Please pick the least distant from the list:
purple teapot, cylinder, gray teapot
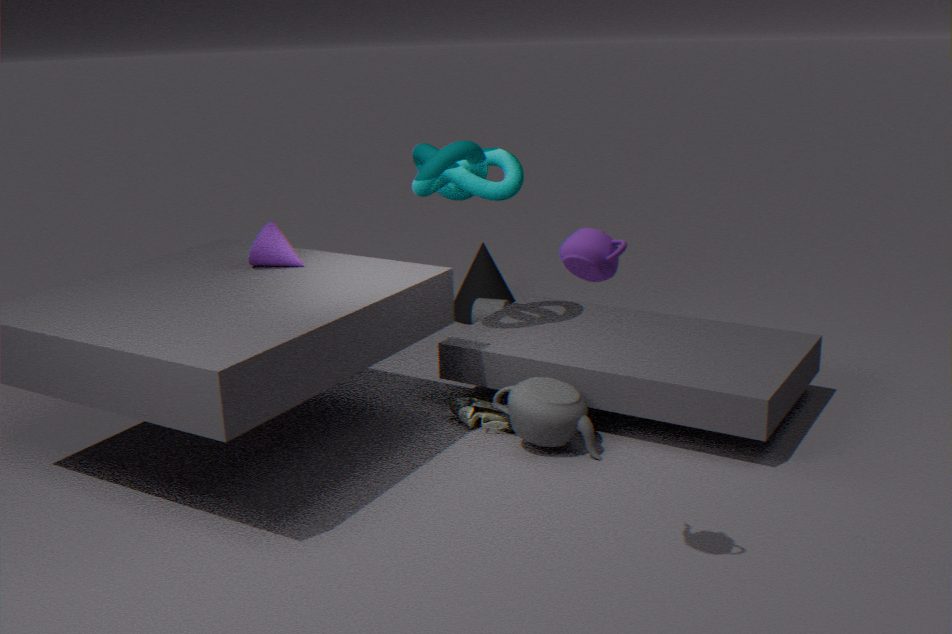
purple teapot
